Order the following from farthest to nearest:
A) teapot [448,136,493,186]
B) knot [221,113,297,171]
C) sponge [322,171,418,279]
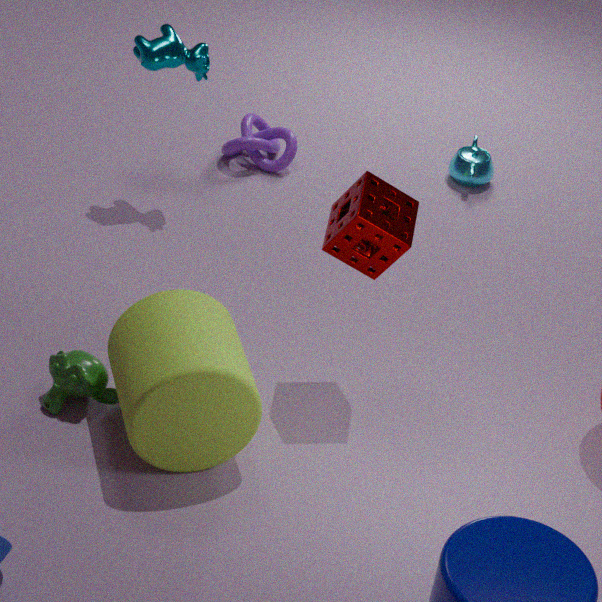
1. teapot [448,136,493,186]
2. knot [221,113,297,171]
3. sponge [322,171,418,279]
